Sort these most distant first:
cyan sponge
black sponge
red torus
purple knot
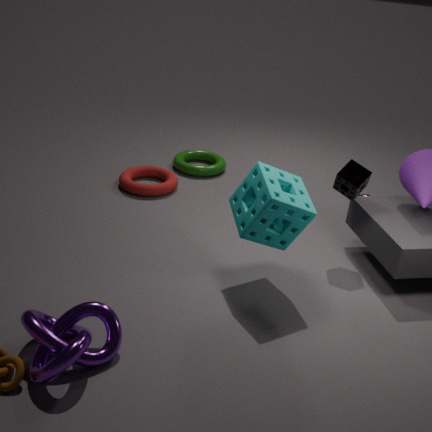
red torus → black sponge → cyan sponge → purple knot
